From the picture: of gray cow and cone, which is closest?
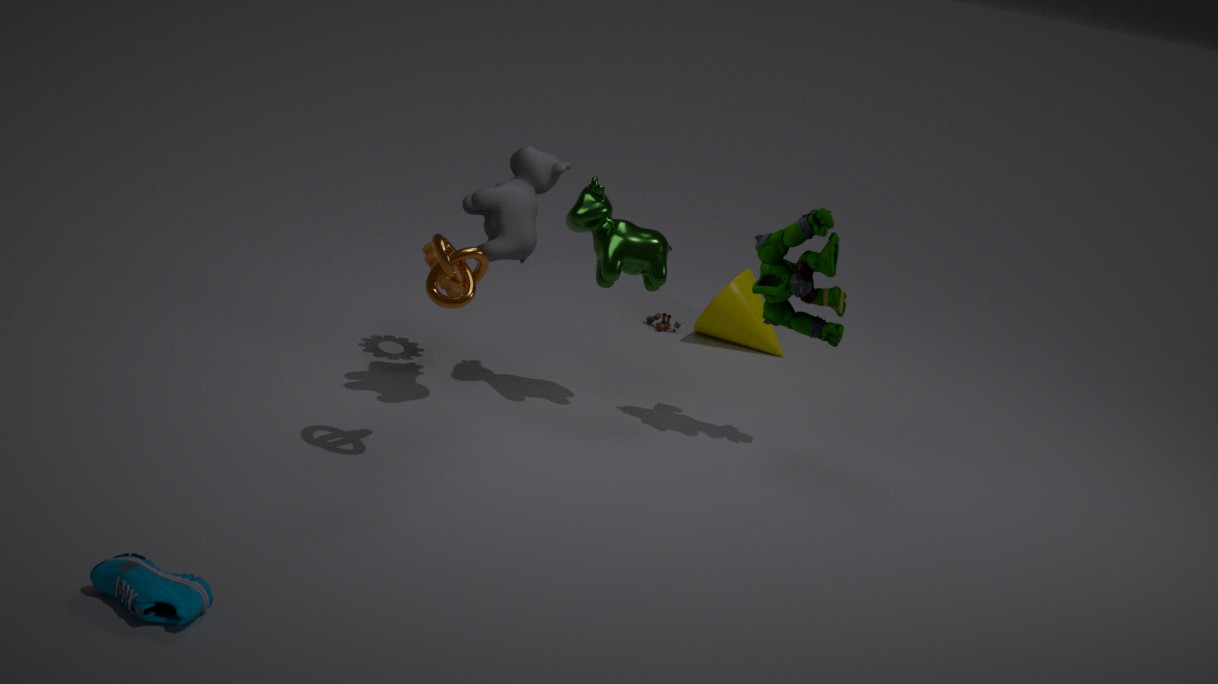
gray cow
